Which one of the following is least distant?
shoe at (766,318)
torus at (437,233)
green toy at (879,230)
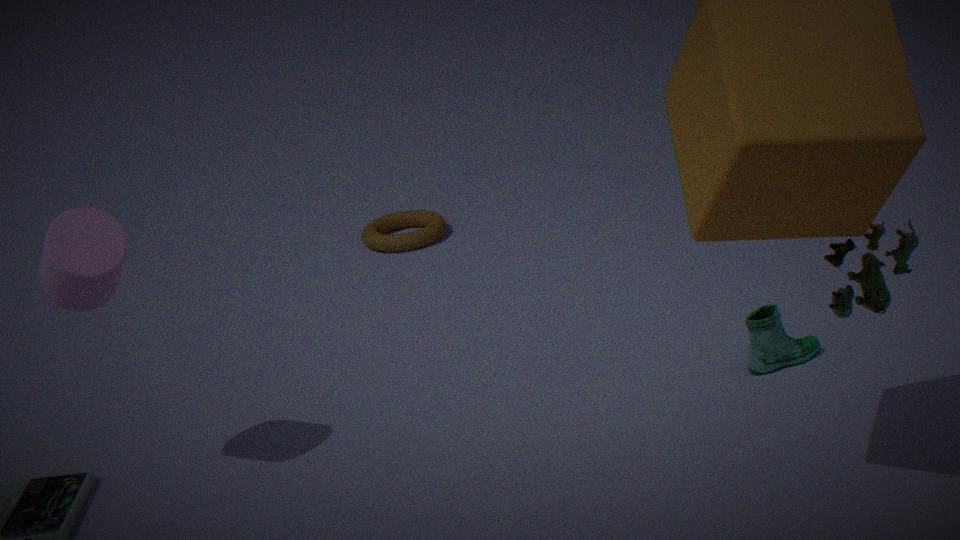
green toy at (879,230)
